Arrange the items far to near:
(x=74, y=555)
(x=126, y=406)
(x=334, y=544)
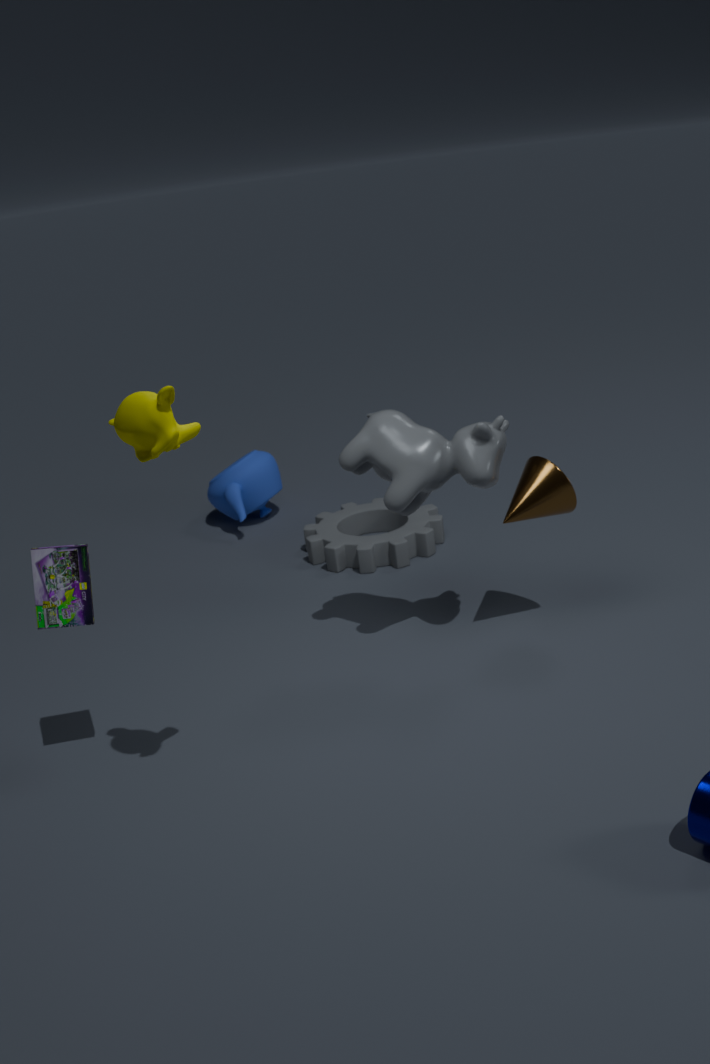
(x=334, y=544)
(x=74, y=555)
(x=126, y=406)
